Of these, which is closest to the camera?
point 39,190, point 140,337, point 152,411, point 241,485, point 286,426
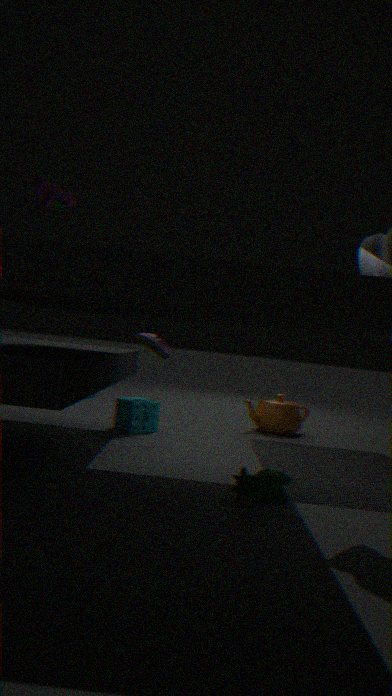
point 241,485
